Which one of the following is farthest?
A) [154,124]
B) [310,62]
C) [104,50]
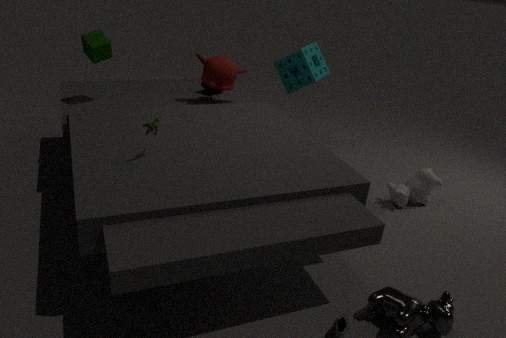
B. [310,62]
